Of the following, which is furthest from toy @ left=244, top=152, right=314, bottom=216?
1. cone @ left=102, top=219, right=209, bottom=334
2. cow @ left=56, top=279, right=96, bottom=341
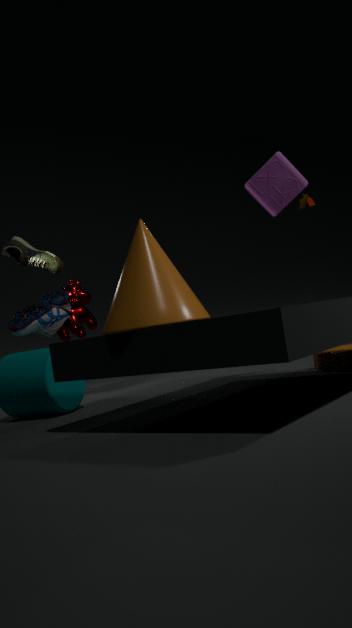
cow @ left=56, top=279, right=96, bottom=341
